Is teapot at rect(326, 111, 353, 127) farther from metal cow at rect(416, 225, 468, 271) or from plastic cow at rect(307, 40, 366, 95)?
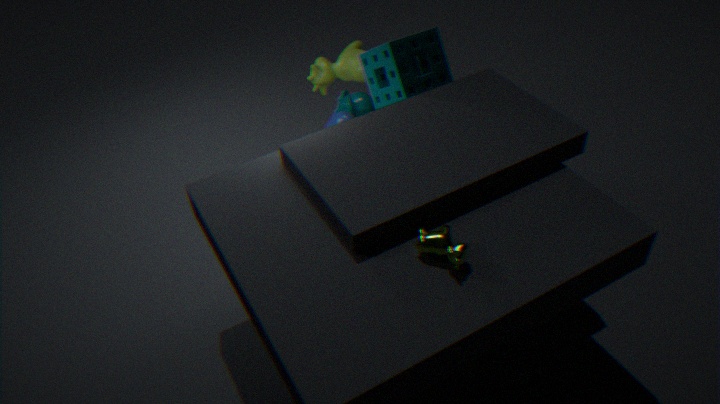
metal cow at rect(416, 225, 468, 271)
